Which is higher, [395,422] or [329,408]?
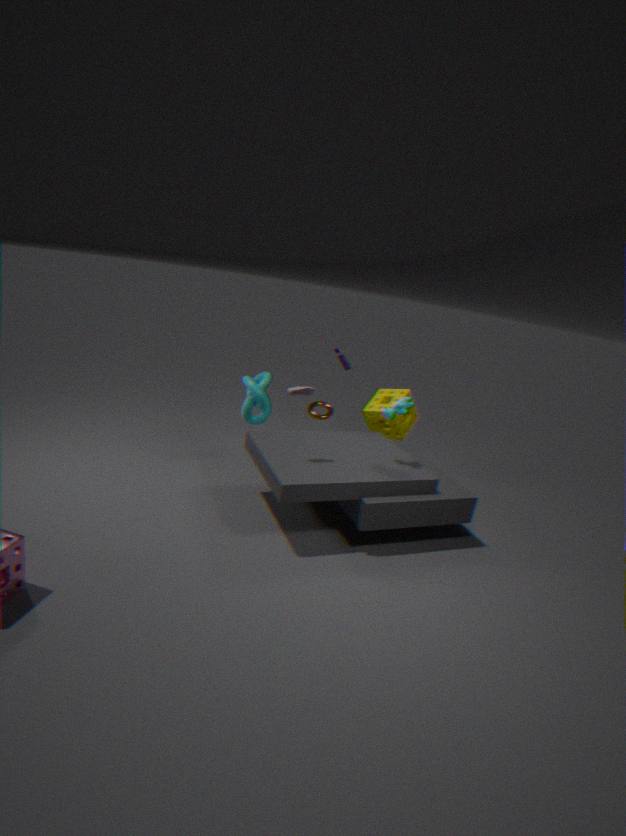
[395,422]
